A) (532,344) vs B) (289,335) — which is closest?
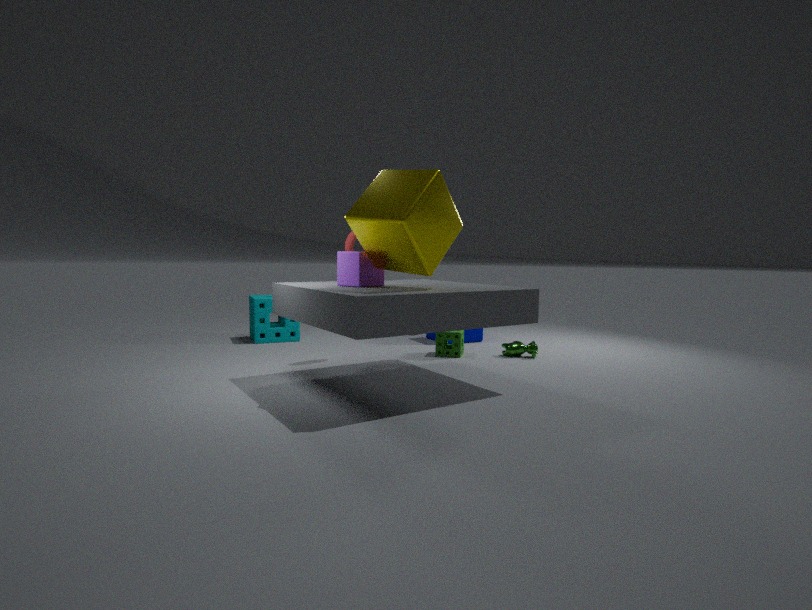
A. (532,344)
